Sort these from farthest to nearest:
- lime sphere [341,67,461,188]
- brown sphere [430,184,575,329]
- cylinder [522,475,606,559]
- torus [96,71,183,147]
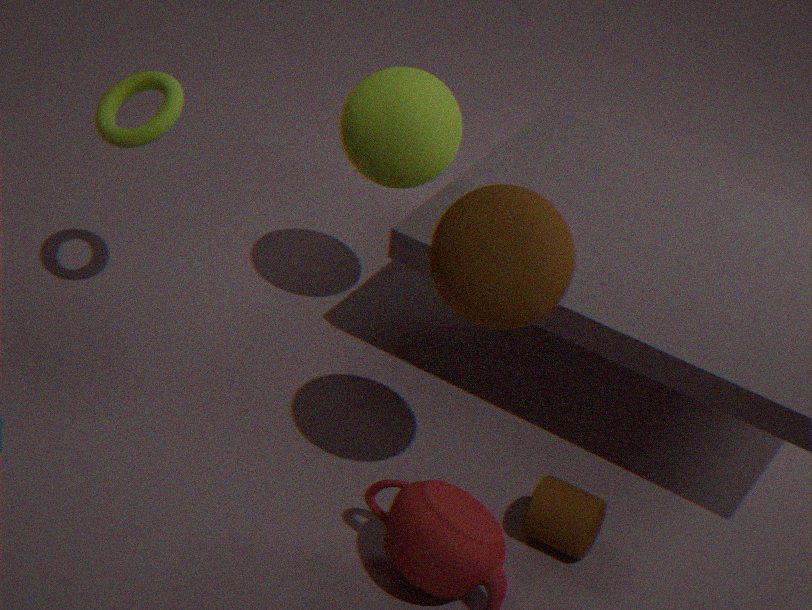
1. lime sphere [341,67,461,188]
2. torus [96,71,183,147]
3. cylinder [522,475,606,559]
4. brown sphere [430,184,575,329]
